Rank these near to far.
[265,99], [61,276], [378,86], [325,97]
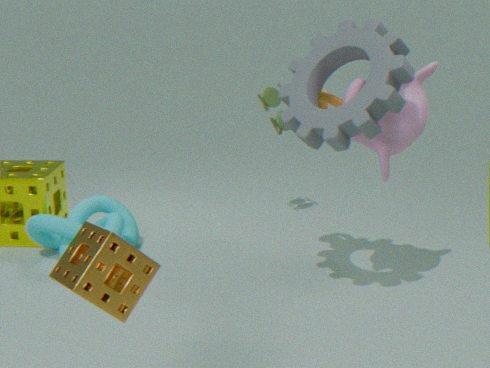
[61,276]
[378,86]
[325,97]
[265,99]
